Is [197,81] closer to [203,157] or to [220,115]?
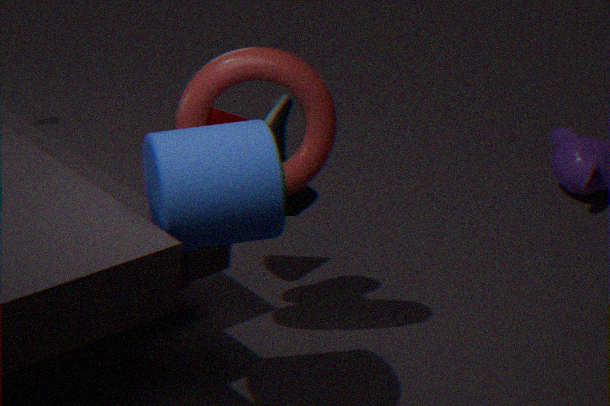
[220,115]
